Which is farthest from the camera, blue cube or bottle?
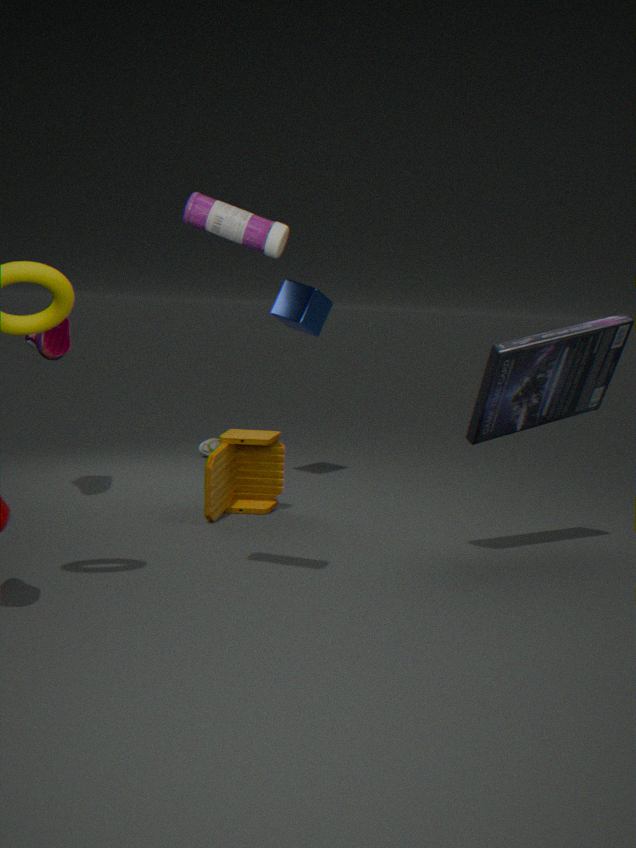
blue cube
